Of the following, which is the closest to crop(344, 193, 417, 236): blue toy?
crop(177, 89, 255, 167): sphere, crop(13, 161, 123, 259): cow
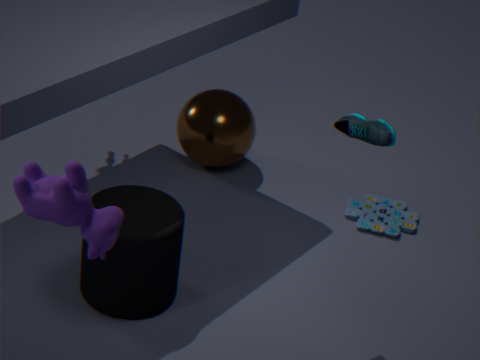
crop(177, 89, 255, 167): sphere
